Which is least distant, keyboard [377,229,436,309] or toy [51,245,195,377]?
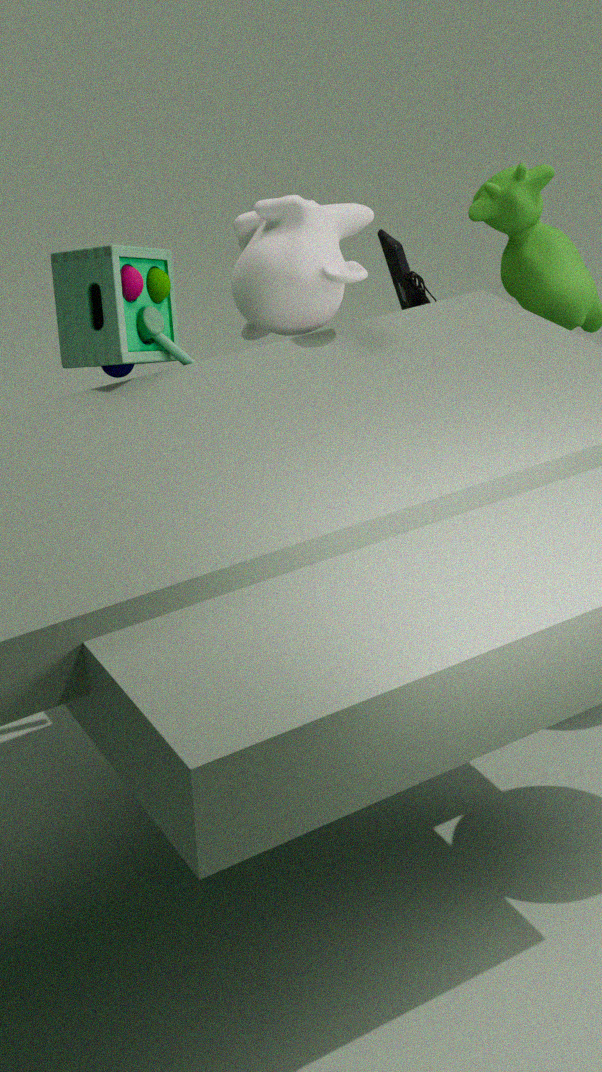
toy [51,245,195,377]
